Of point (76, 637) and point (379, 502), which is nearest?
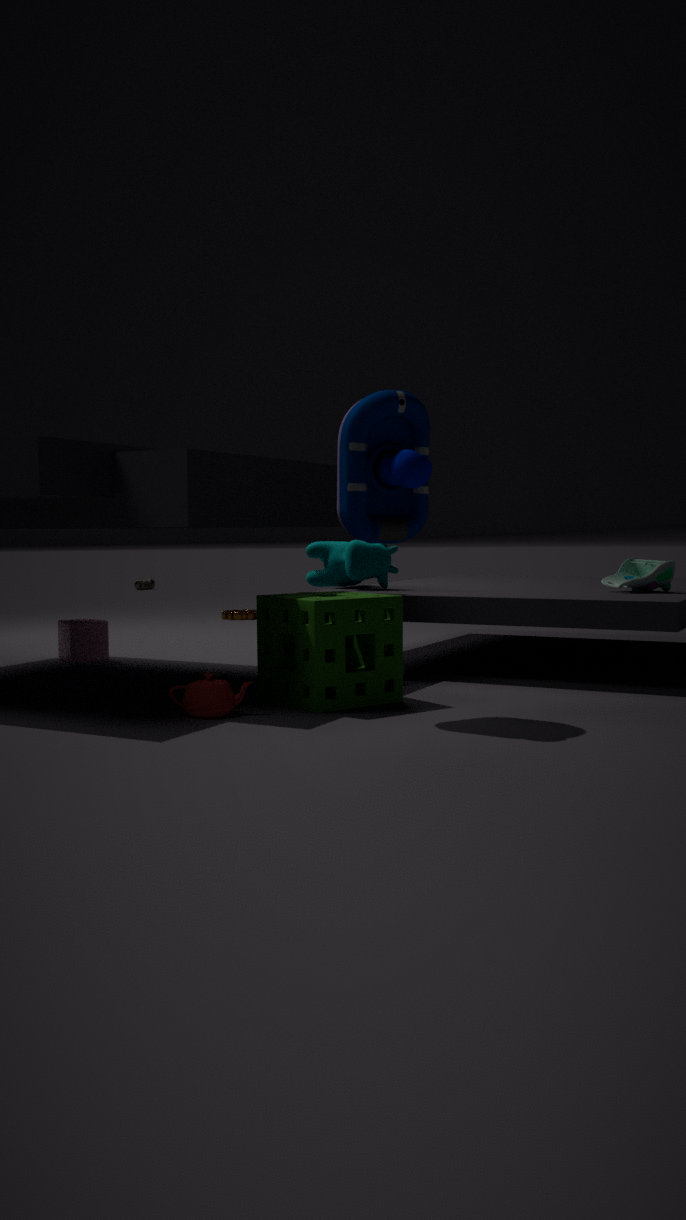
point (379, 502)
